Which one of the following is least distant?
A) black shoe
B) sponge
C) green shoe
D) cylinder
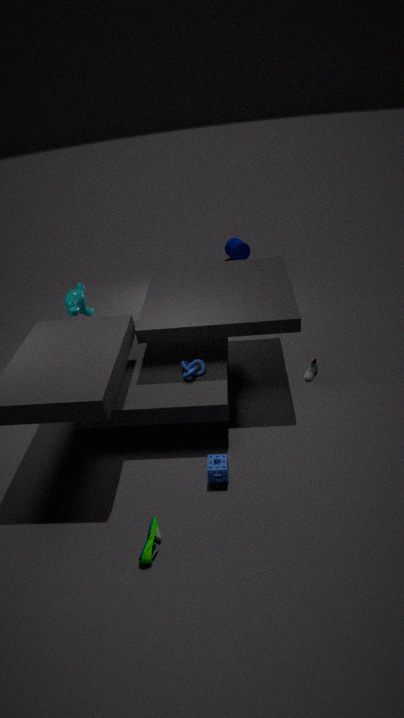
green shoe
